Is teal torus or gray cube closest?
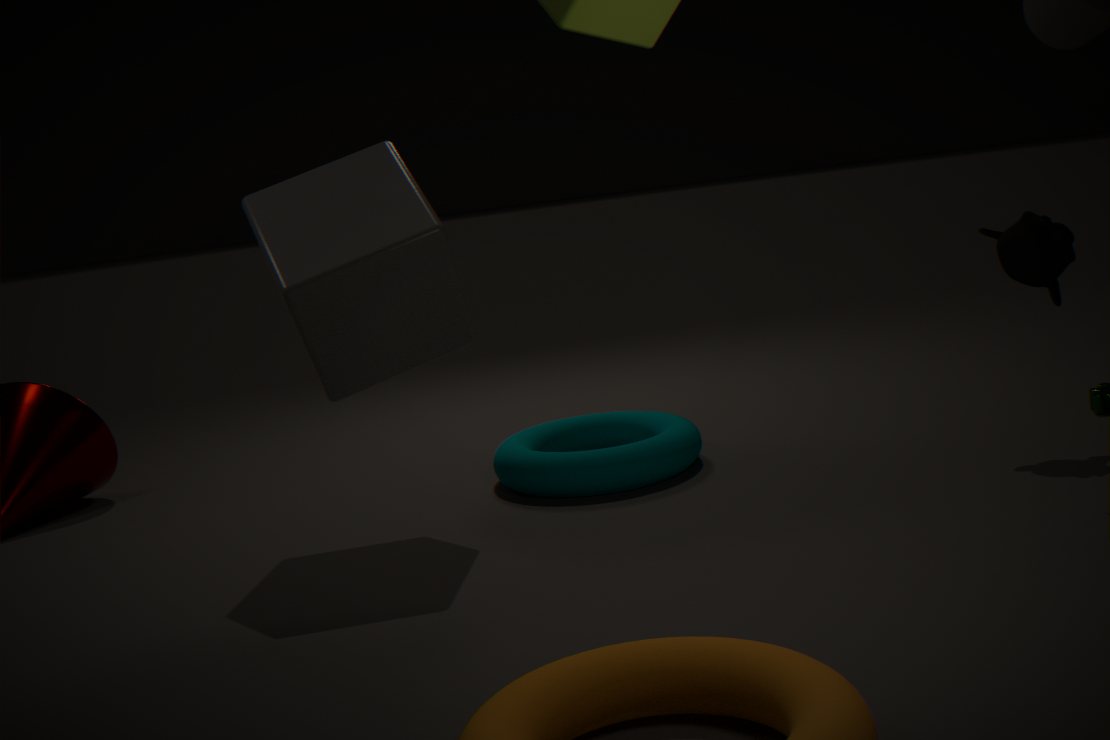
gray cube
